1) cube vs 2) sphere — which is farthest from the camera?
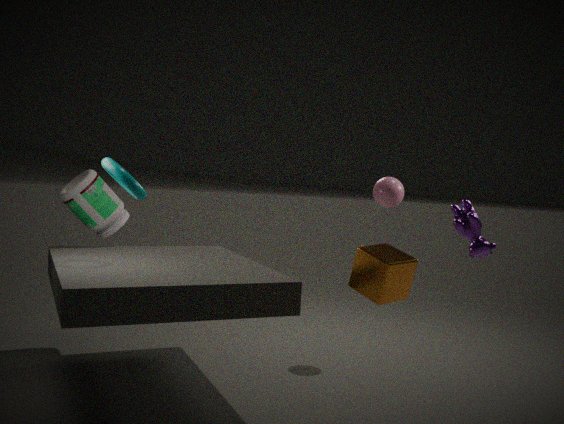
2. sphere
